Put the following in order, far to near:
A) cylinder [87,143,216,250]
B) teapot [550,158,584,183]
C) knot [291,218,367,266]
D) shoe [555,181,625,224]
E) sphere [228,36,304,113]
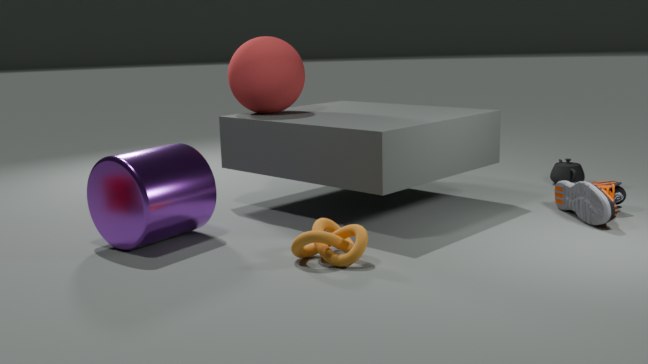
B. teapot [550,158,584,183], E. sphere [228,36,304,113], D. shoe [555,181,625,224], A. cylinder [87,143,216,250], C. knot [291,218,367,266]
